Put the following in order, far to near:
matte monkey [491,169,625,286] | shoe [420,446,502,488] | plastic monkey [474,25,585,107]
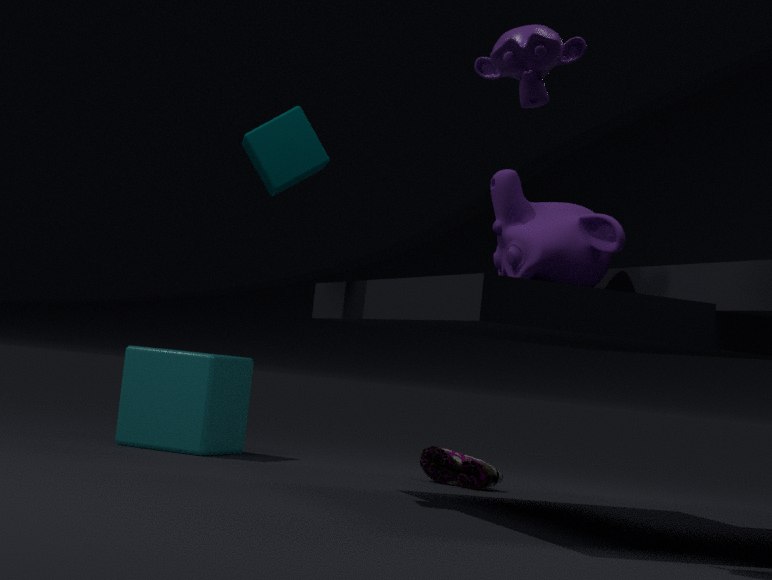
shoe [420,446,502,488] < matte monkey [491,169,625,286] < plastic monkey [474,25,585,107]
